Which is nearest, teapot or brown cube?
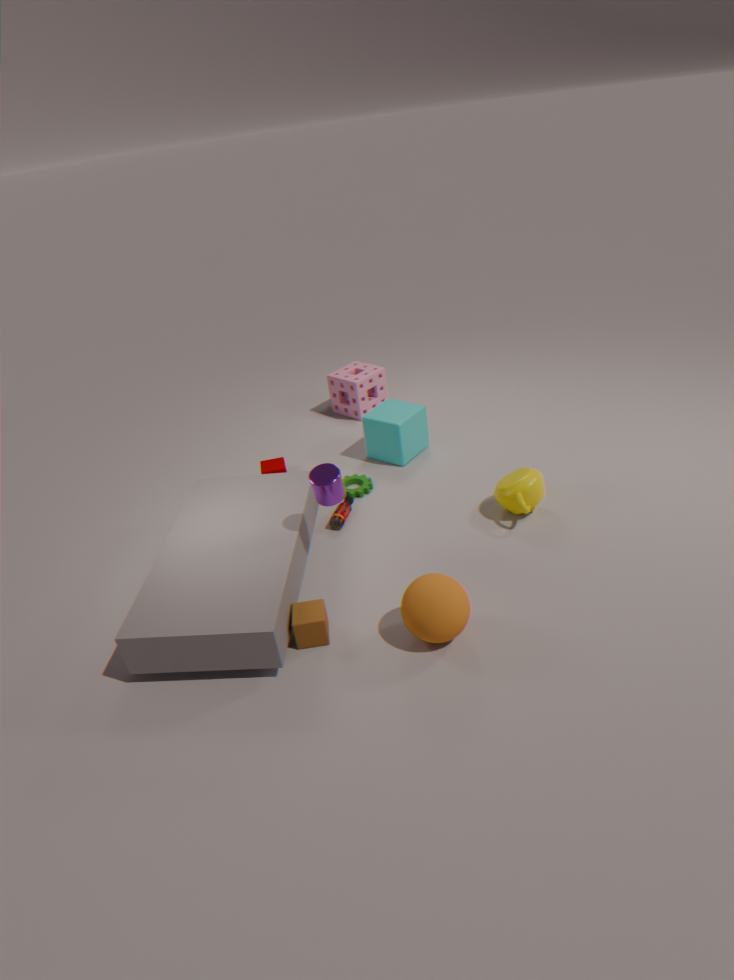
brown cube
